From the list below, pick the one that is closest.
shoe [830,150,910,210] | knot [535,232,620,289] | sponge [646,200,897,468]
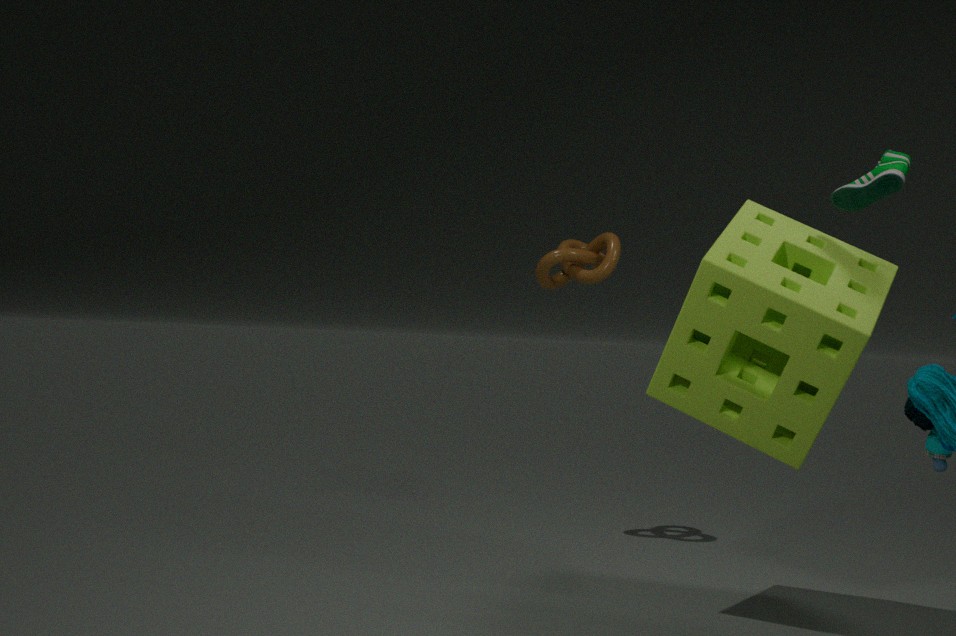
sponge [646,200,897,468]
